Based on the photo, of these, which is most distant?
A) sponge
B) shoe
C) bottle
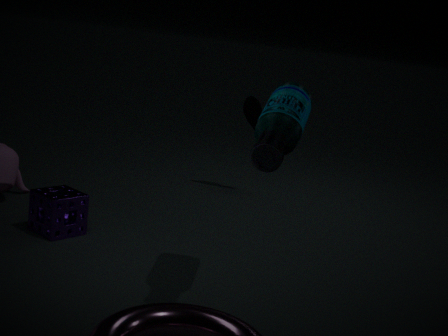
shoe
